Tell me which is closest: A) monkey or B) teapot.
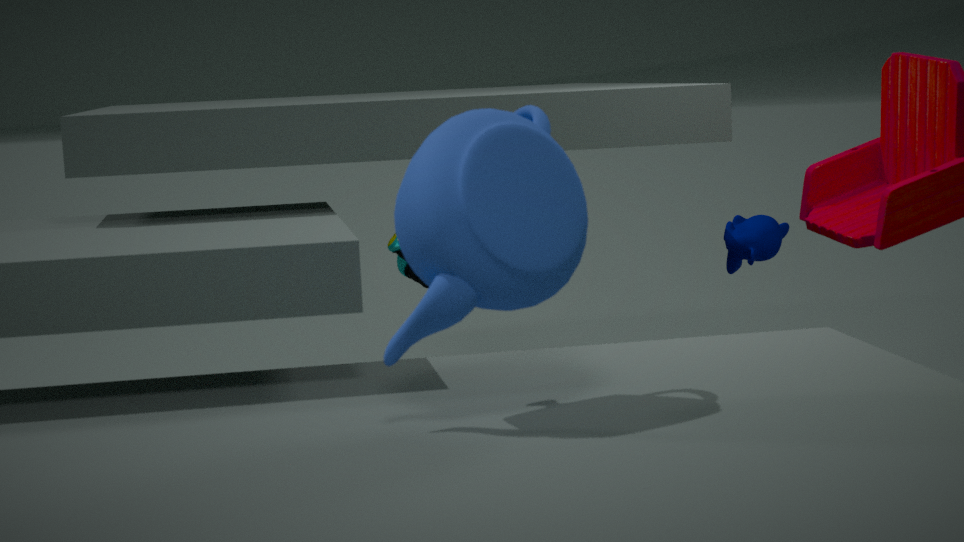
B. teapot
